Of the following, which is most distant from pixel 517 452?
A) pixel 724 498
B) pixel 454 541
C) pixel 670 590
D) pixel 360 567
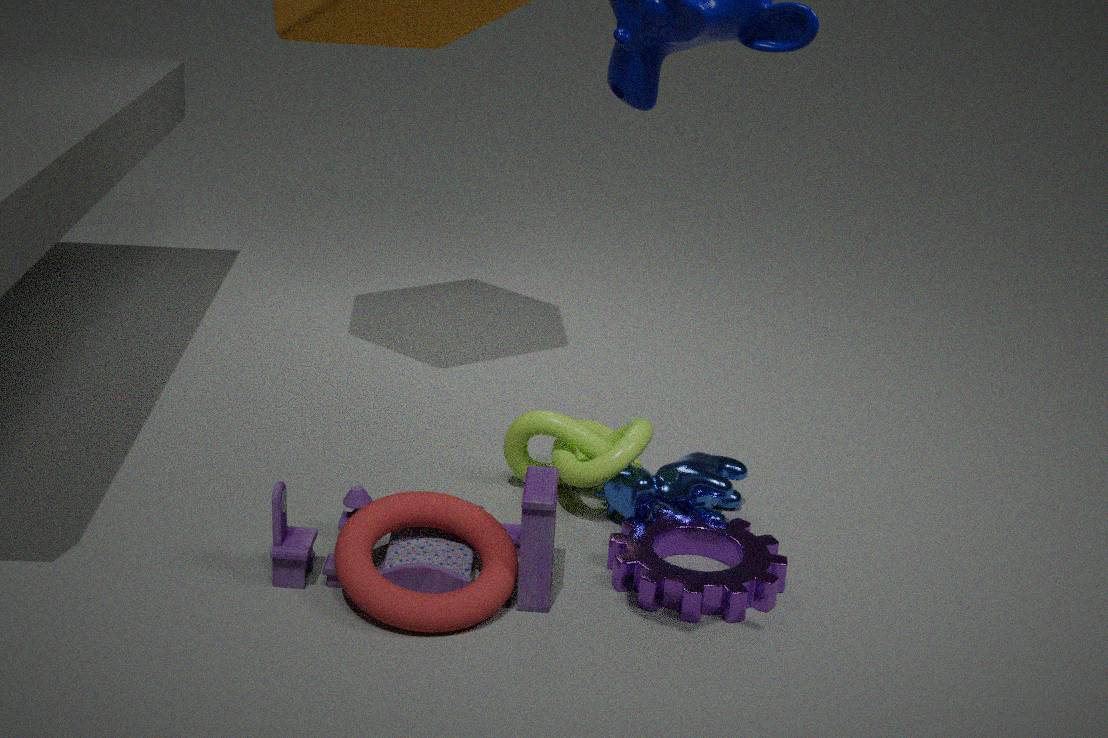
pixel 360 567
